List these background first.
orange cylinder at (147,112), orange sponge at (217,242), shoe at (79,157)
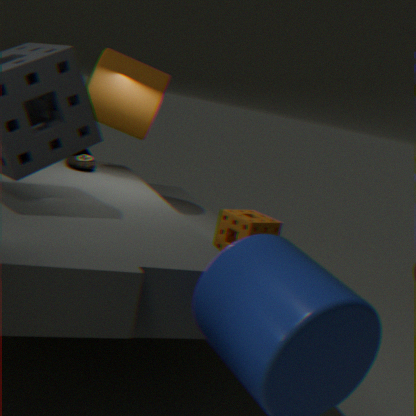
1. shoe at (79,157)
2. orange cylinder at (147,112)
3. orange sponge at (217,242)
